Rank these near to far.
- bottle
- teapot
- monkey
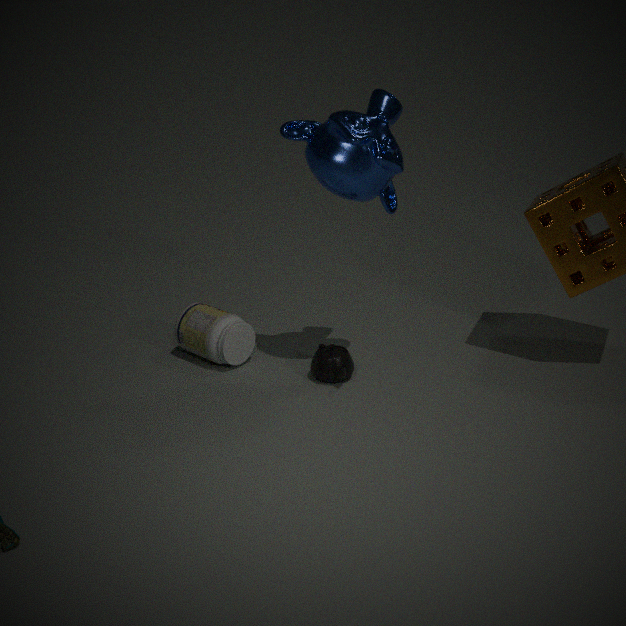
monkey < teapot < bottle
